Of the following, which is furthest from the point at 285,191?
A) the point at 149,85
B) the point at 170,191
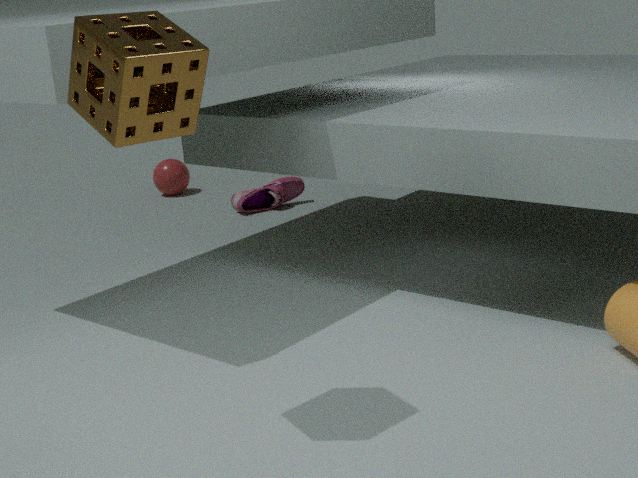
the point at 149,85
